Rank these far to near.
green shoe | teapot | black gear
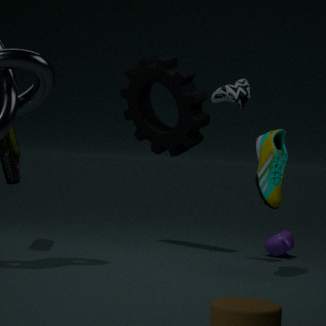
teapot < black gear < green shoe
